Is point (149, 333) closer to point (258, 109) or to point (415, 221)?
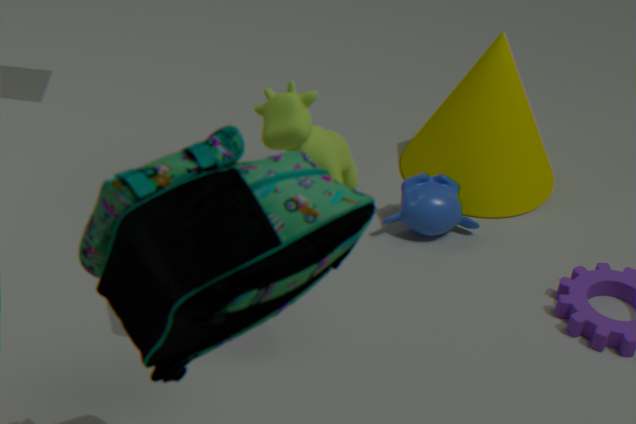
point (258, 109)
